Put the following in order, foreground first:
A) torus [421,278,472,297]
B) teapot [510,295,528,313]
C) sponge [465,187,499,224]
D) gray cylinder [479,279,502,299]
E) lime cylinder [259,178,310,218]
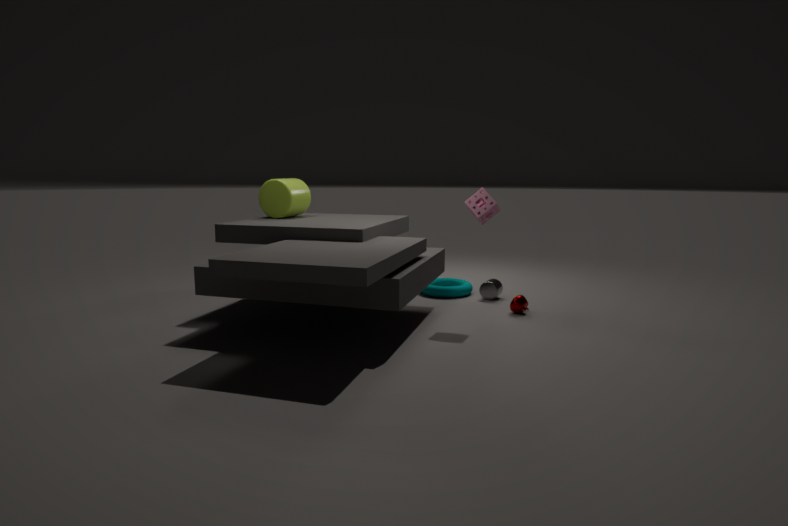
sponge [465,187,499,224], teapot [510,295,528,313], lime cylinder [259,178,310,218], gray cylinder [479,279,502,299], torus [421,278,472,297]
